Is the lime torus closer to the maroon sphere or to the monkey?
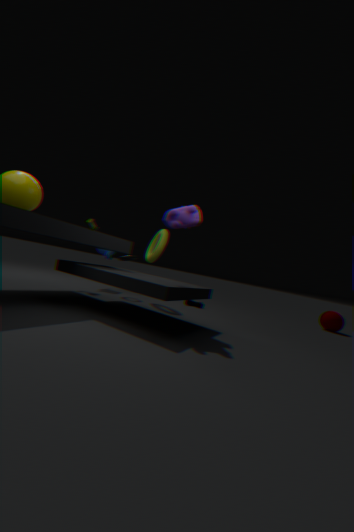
the monkey
